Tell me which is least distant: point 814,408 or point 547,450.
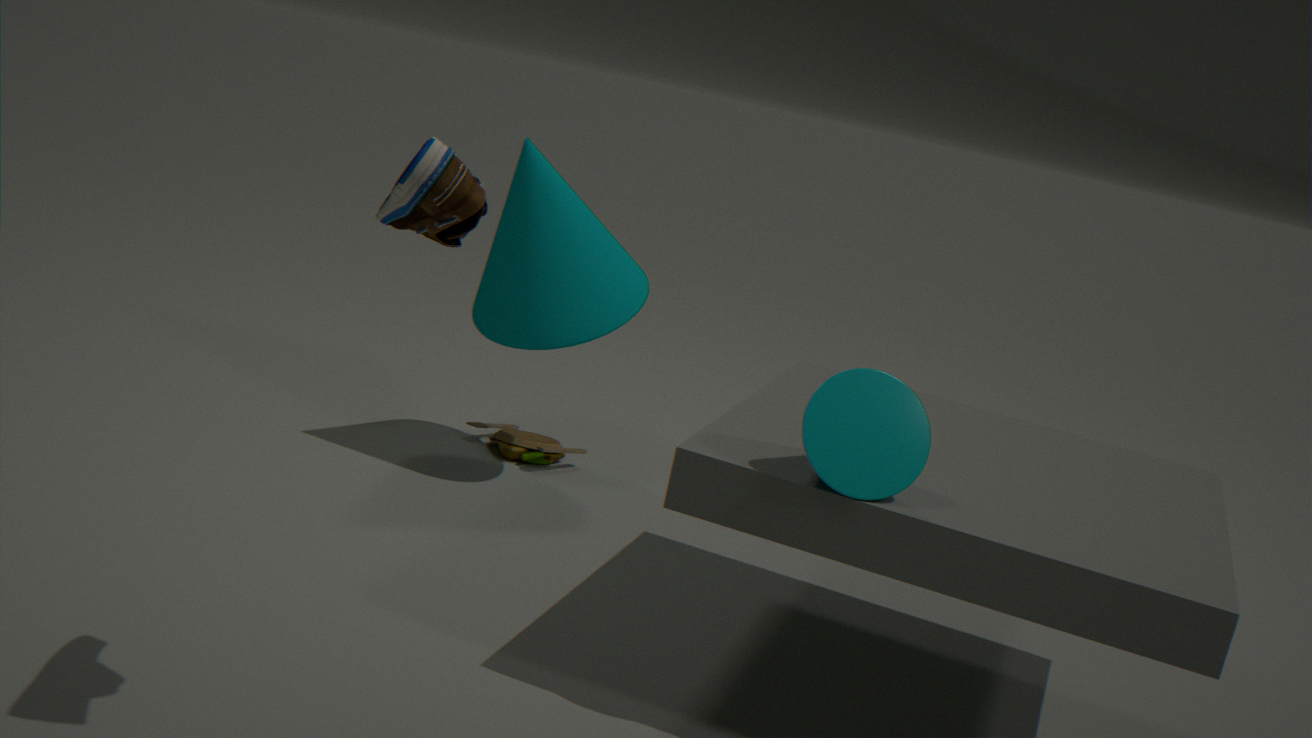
point 814,408
